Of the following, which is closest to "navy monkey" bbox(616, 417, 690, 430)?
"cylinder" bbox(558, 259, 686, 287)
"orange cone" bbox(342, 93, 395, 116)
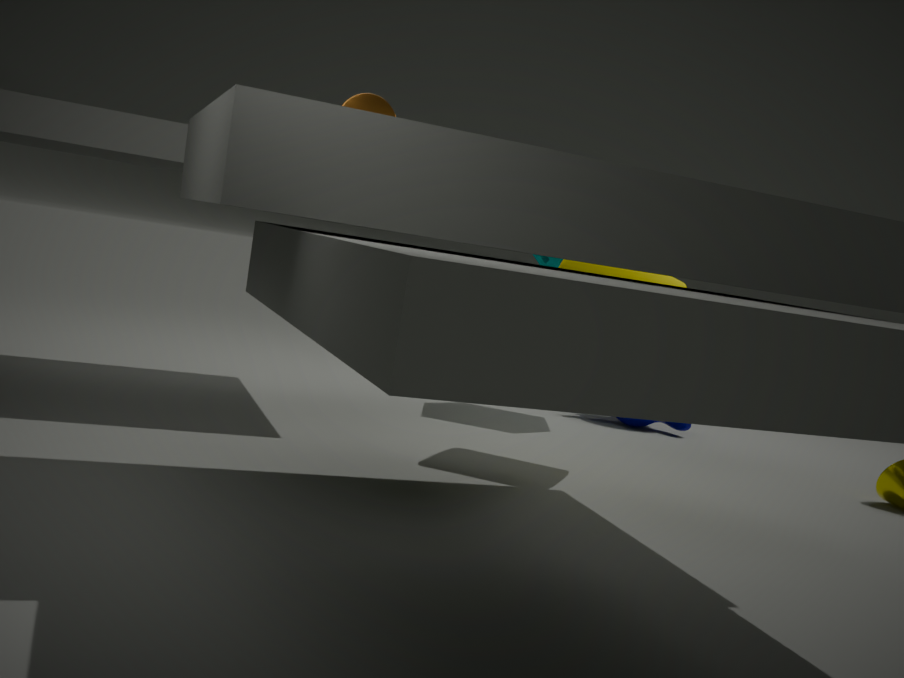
"cylinder" bbox(558, 259, 686, 287)
